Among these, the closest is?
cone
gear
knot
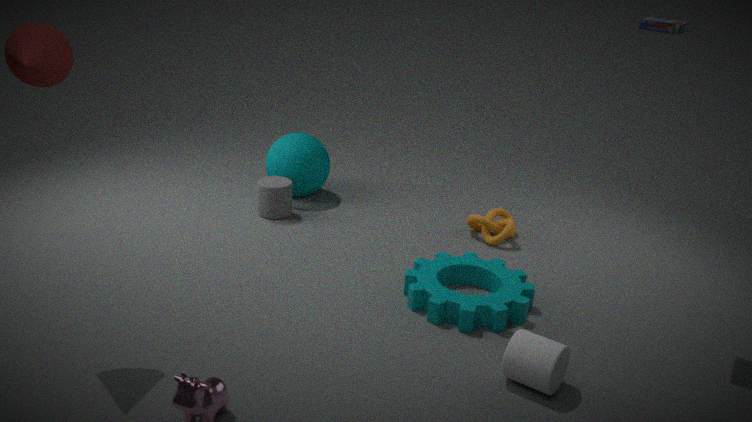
cone
